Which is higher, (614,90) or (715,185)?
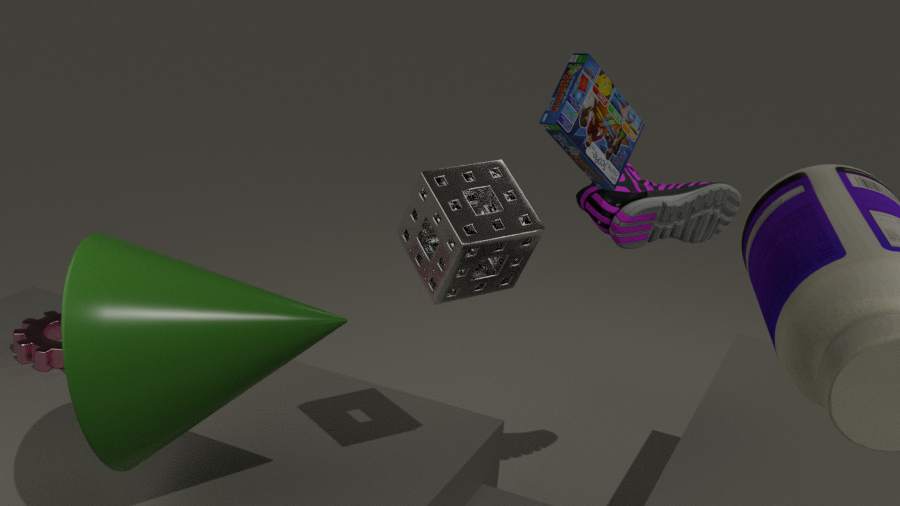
(614,90)
